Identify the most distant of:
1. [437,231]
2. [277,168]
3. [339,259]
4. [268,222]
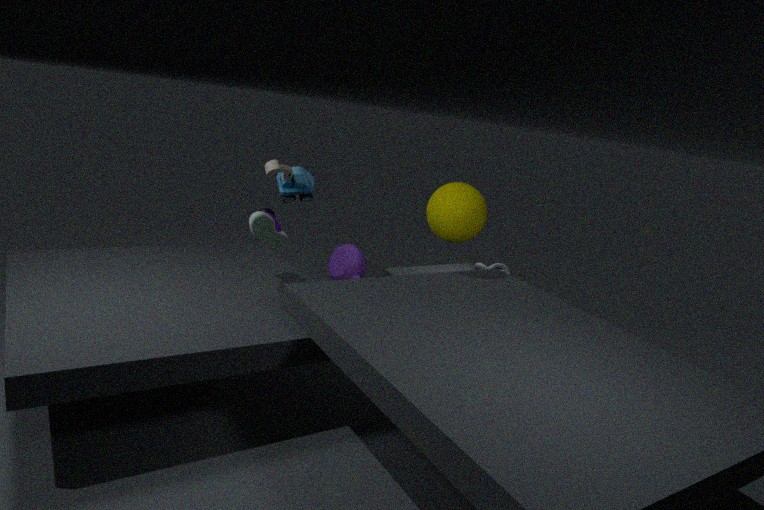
[339,259]
